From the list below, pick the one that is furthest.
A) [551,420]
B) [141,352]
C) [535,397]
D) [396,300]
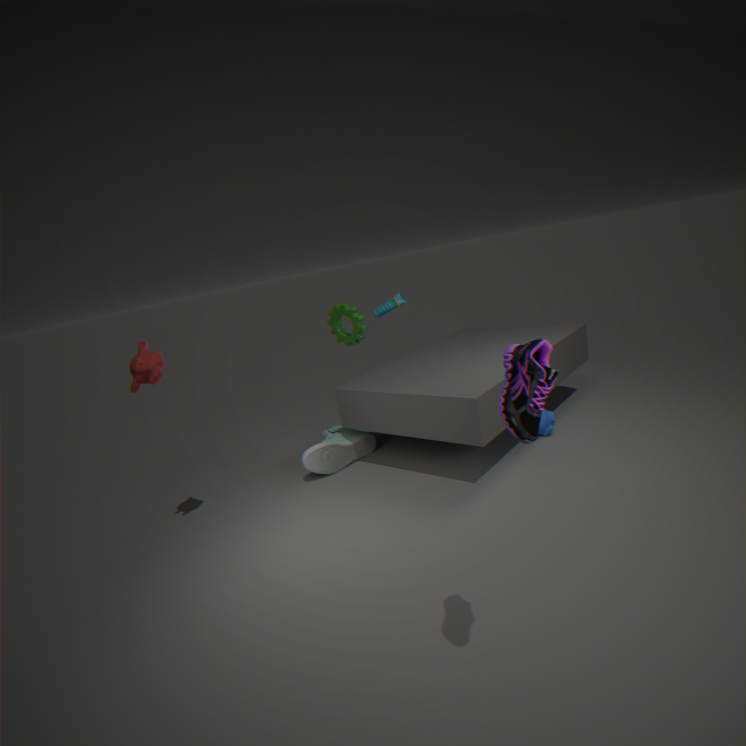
D. [396,300]
